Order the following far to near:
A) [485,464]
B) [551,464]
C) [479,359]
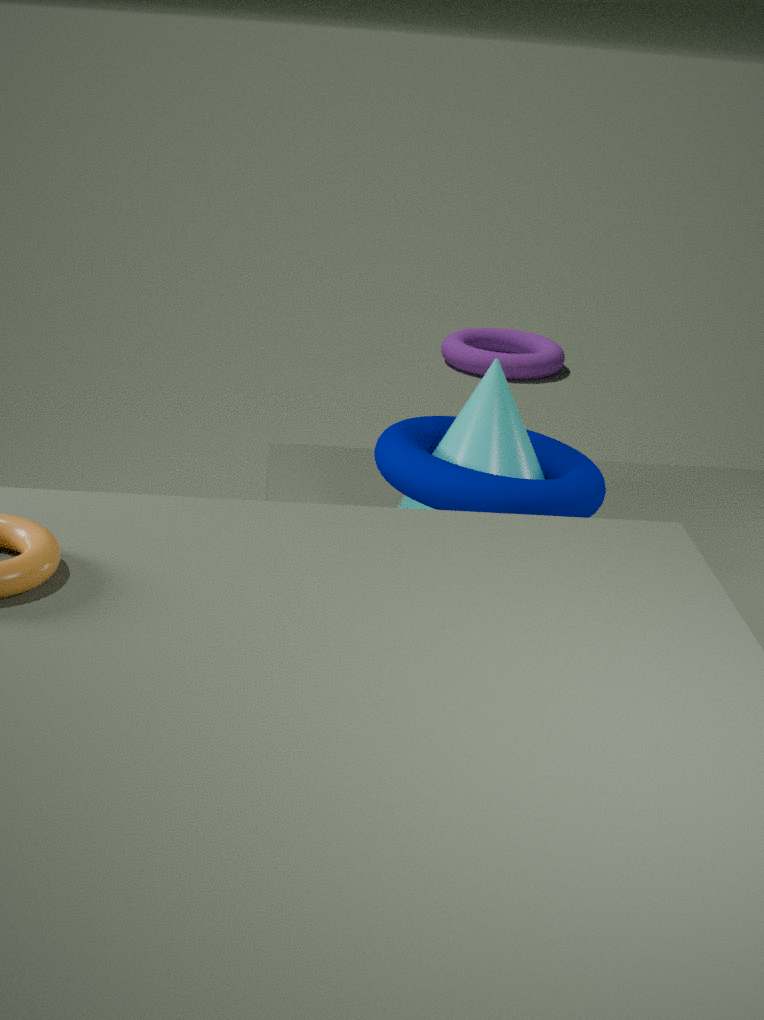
1. [479,359]
2. [551,464]
3. [485,464]
